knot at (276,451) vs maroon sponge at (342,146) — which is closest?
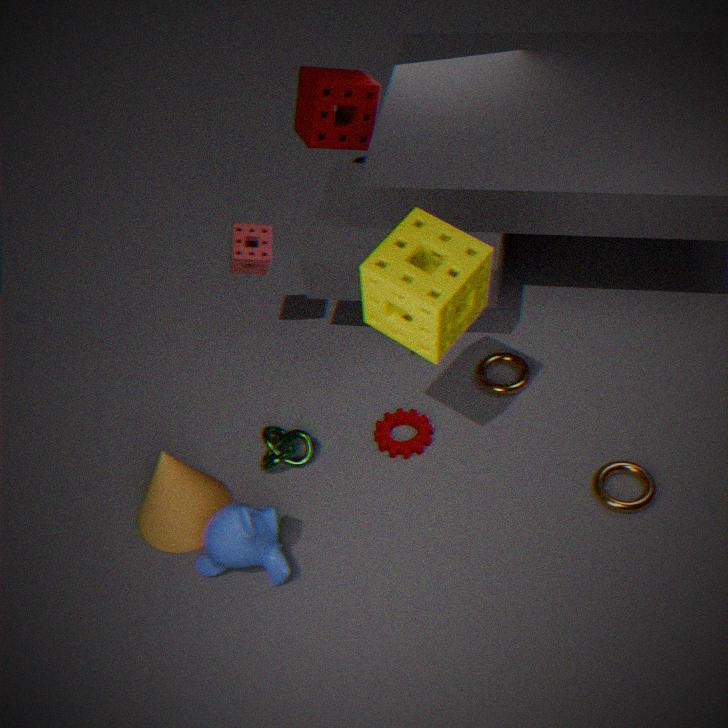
knot at (276,451)
